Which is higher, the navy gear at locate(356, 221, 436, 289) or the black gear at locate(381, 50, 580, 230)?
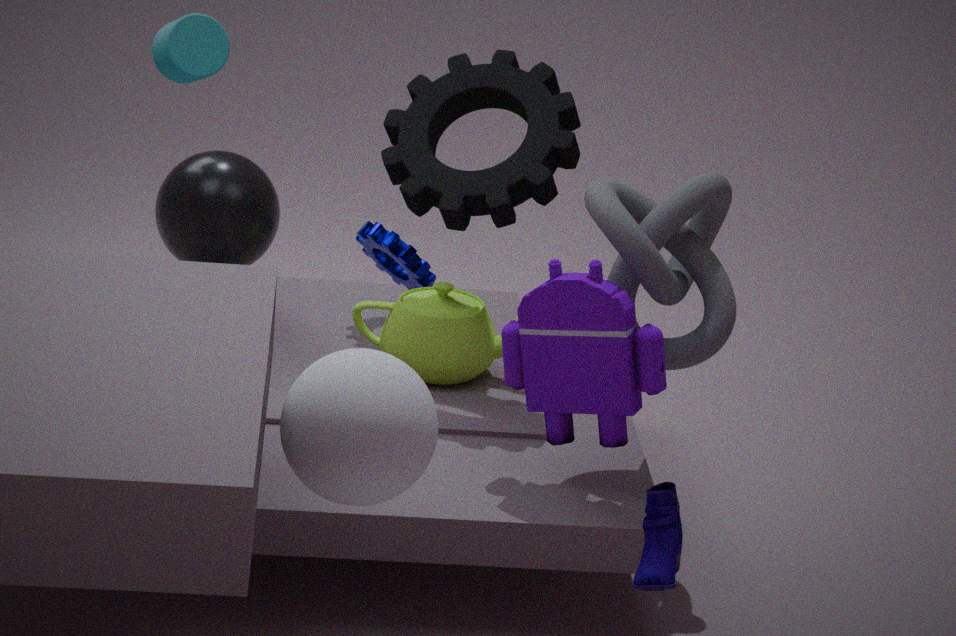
the black gear at locate(381, 50, 580, 230)
